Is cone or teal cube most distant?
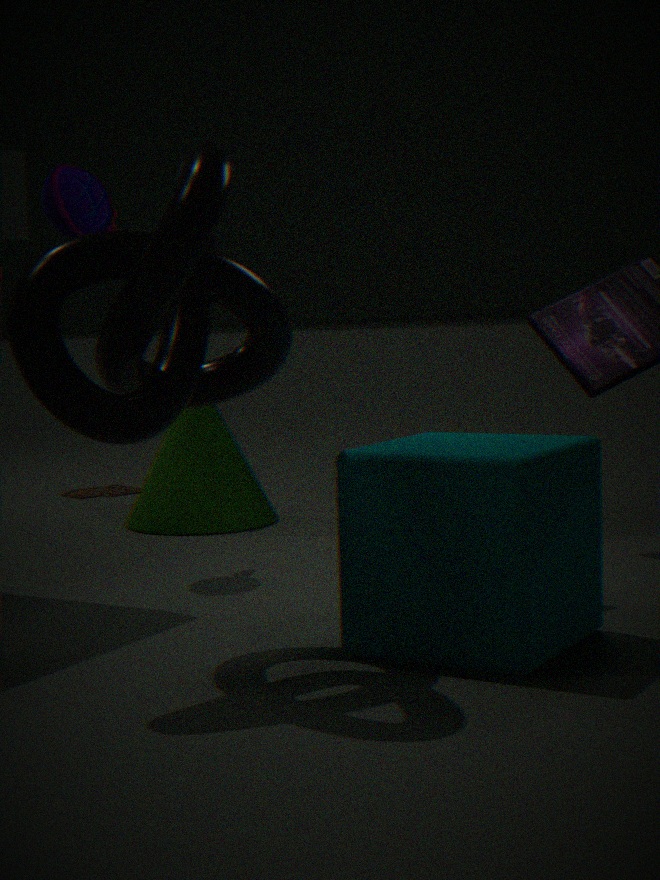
cone
